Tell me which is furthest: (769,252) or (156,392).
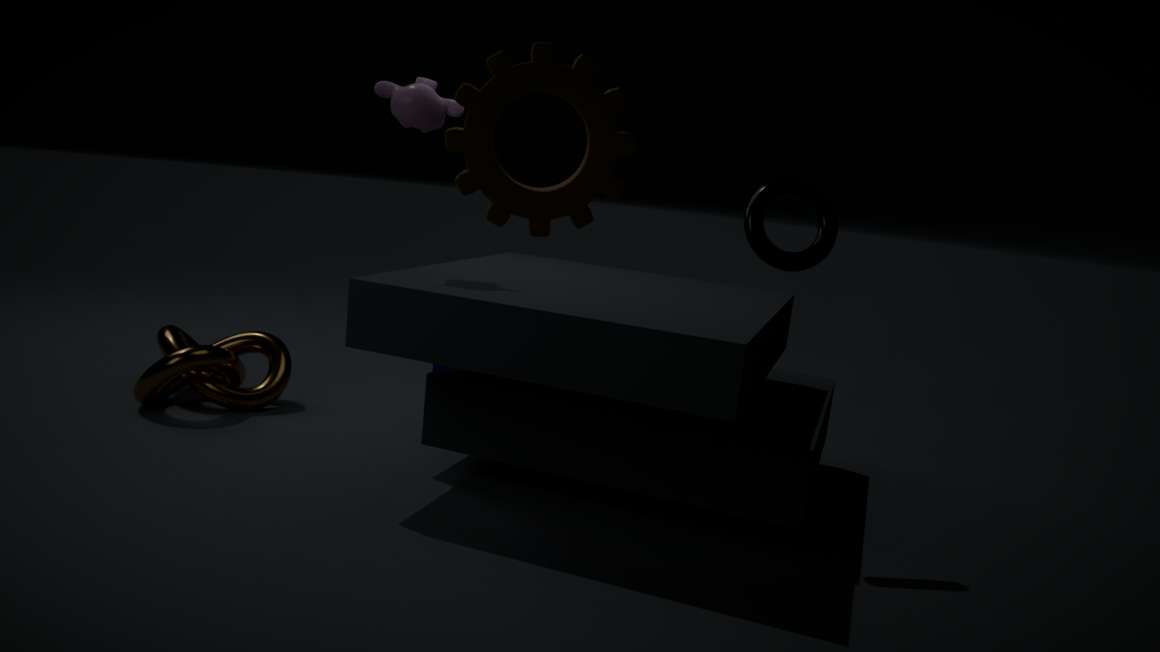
(156,392)
